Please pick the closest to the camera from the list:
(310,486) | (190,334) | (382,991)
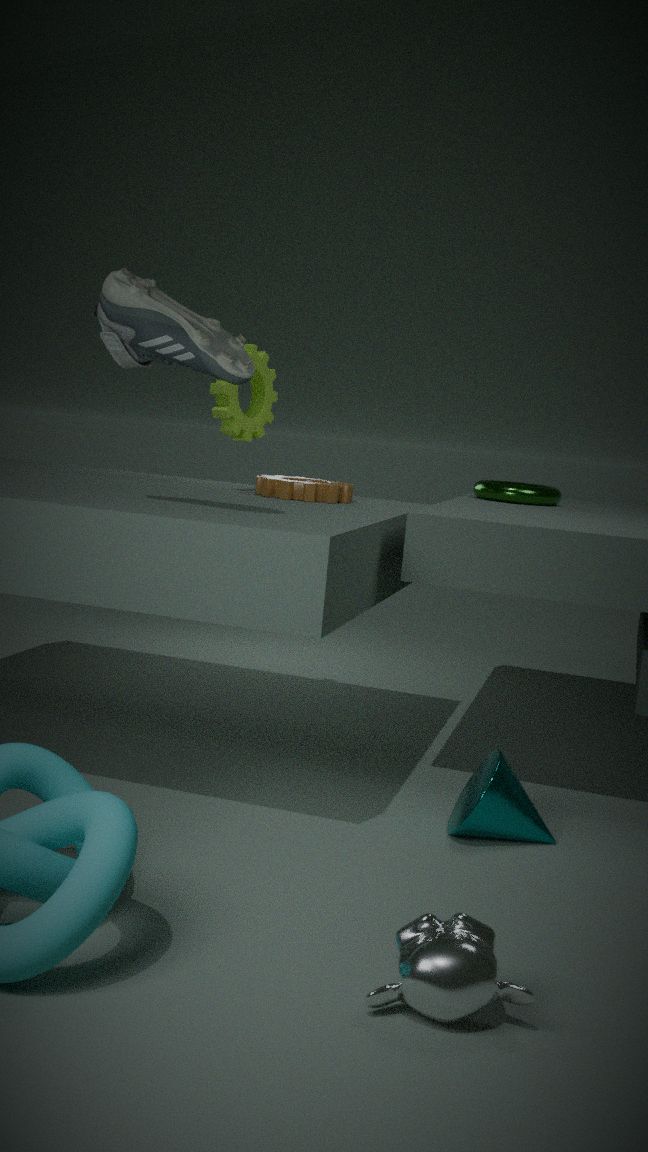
(382,991)
